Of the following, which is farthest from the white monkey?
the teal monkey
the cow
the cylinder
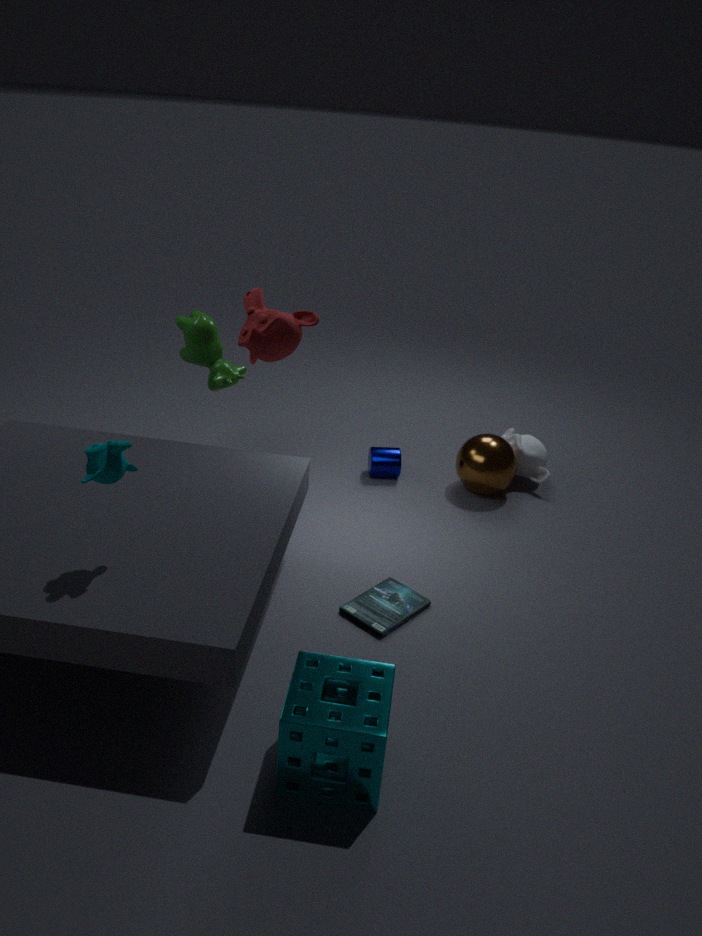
the teal monkey
